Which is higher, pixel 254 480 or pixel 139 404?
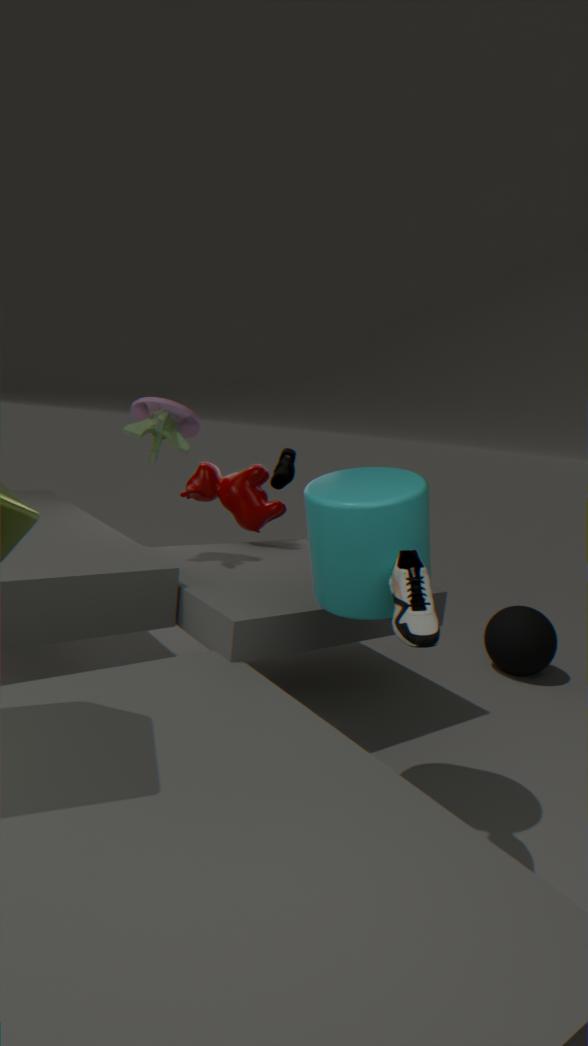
pixel 139 404
